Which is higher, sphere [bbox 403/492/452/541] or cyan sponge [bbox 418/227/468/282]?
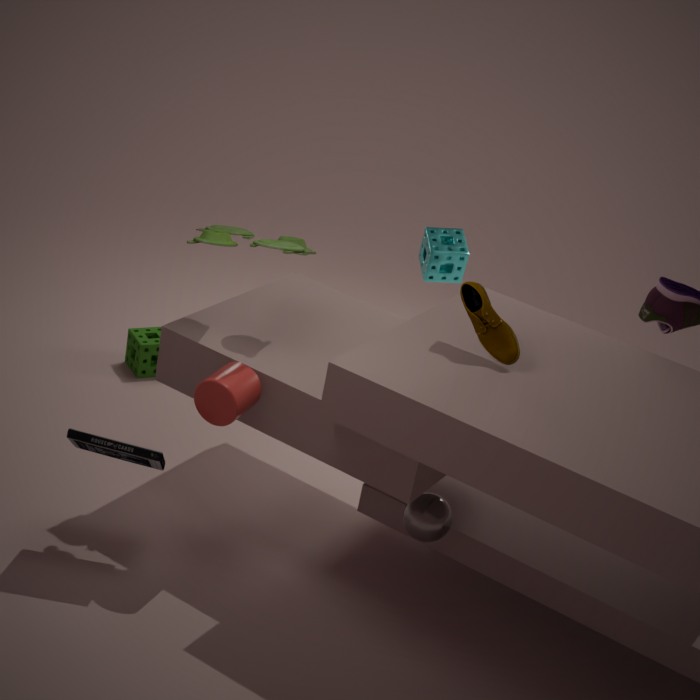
cyan sponge [bbox 418/227/468/282]
